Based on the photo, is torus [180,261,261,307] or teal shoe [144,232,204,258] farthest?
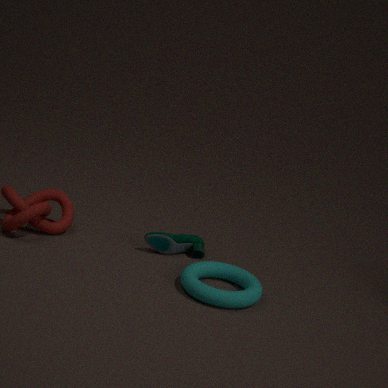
teal shoe [144,232,204,258]
